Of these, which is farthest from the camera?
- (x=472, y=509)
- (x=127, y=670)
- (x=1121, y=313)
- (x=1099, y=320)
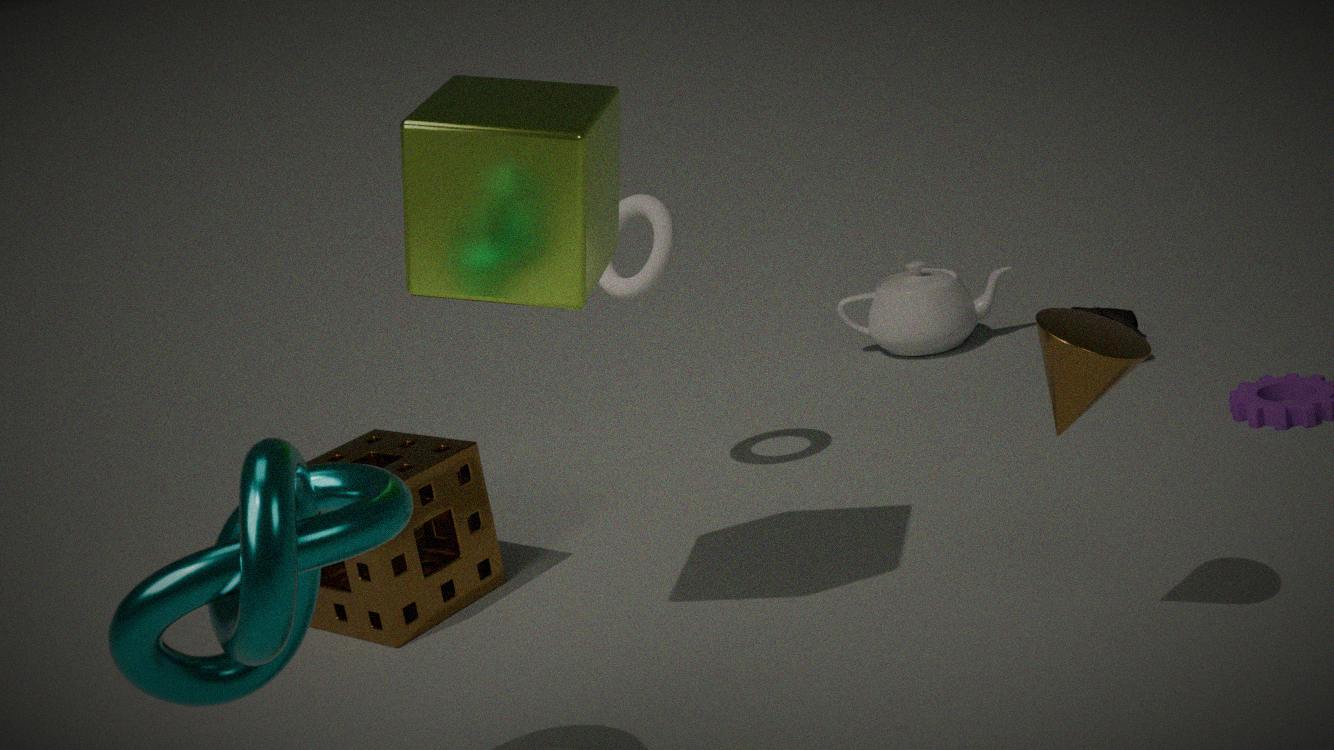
(x=1121, y=313)
